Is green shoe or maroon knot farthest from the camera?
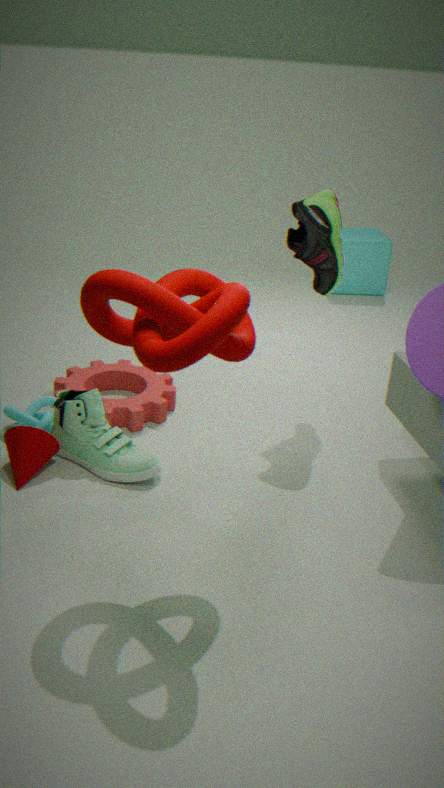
green shoe
